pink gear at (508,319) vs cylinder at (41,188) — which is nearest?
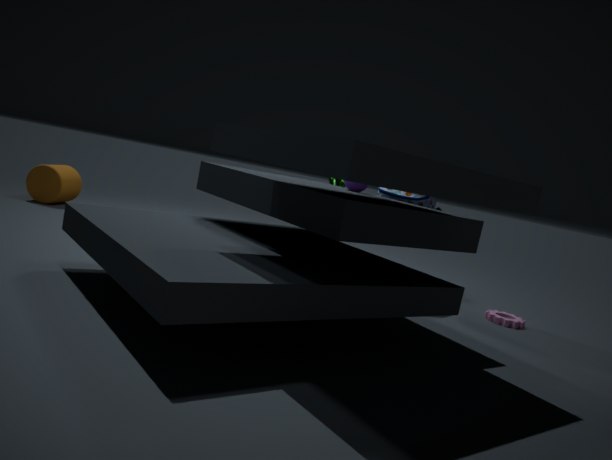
pink gear at (508,319)
